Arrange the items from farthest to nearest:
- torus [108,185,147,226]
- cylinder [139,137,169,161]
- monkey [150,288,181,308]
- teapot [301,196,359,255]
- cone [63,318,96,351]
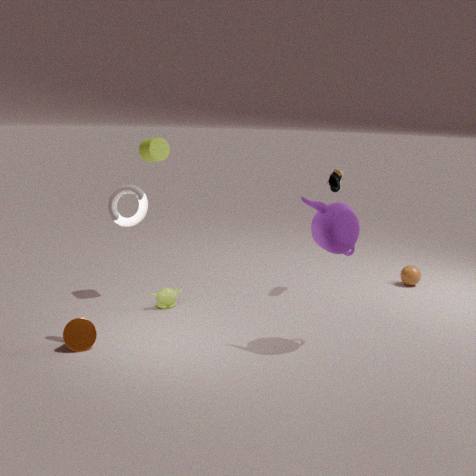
cylinder [139,137,169,161] → monkey [150,288,181,308] → cone [63,318,96,351] → torus [108,185,147,226] → teapot [301,196,359,255]
